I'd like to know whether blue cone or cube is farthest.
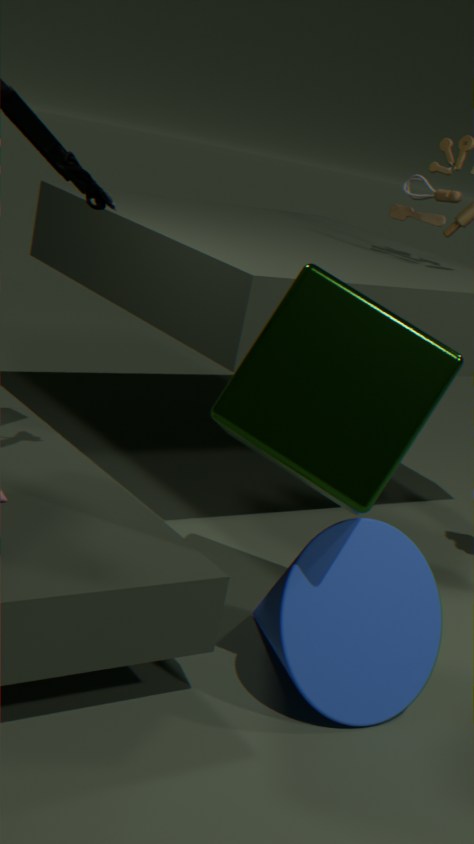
blue cone
